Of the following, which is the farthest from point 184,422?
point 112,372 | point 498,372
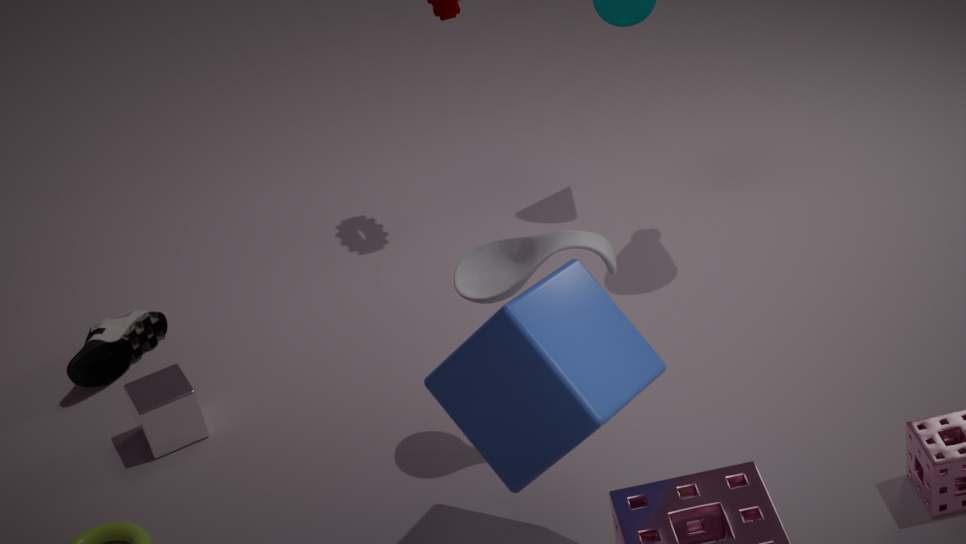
point 498,372
